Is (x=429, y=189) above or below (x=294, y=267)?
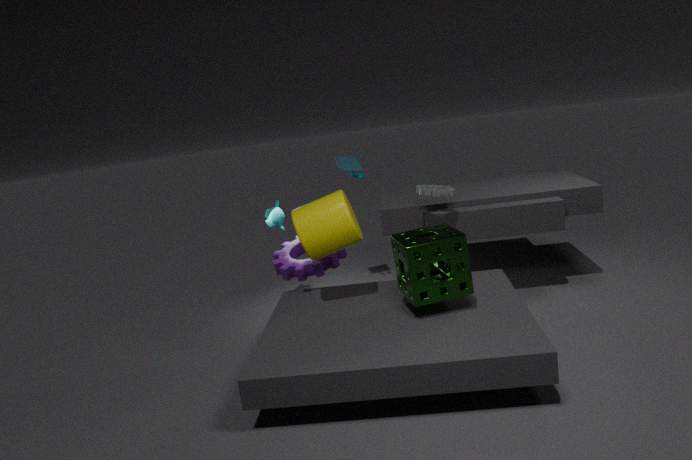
above
